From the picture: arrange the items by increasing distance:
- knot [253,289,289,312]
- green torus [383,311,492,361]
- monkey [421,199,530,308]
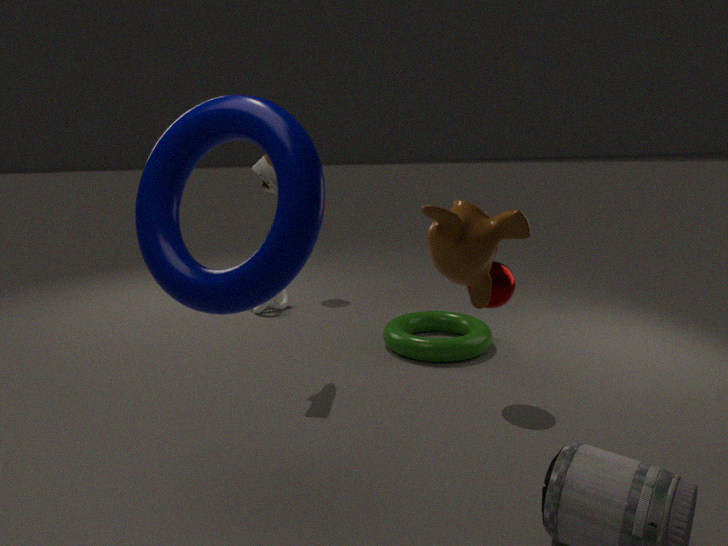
monkey [421,199,530,308]
green torus [383,311,492,361]
knot [253,289,289,312]
